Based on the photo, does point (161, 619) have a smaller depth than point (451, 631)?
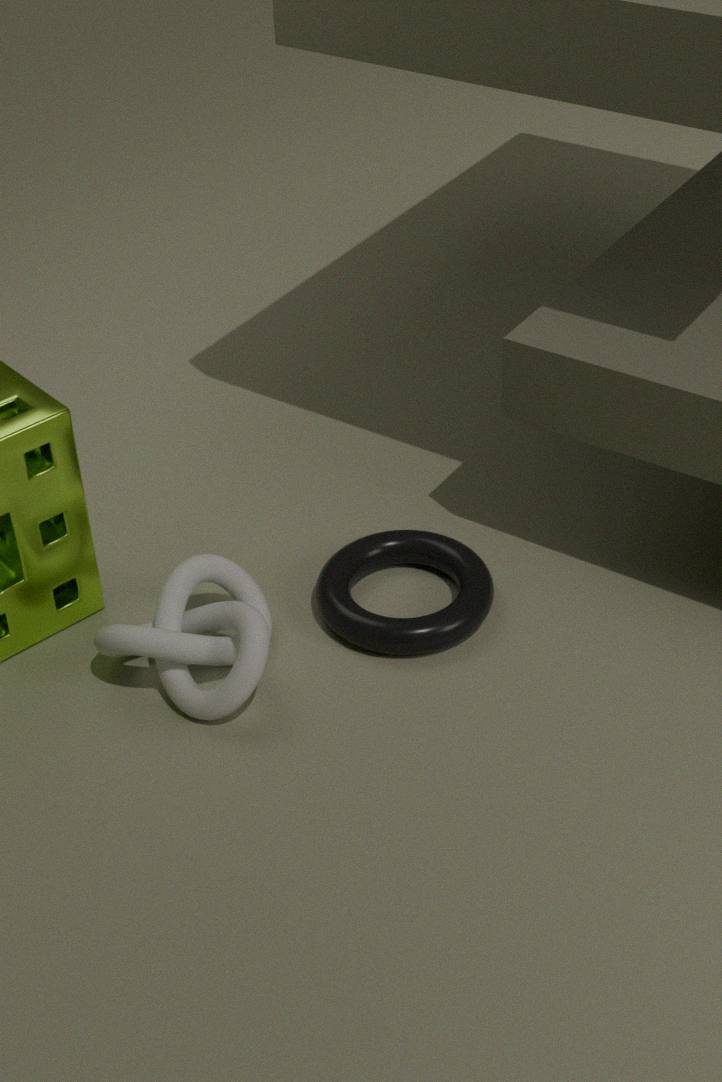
Yes
